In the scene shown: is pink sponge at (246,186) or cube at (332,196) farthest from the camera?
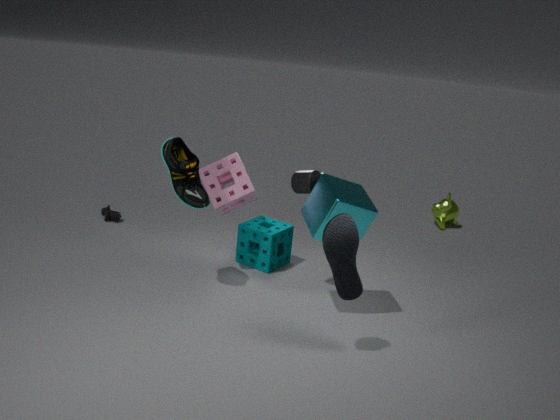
pink sponge at (246,186)
